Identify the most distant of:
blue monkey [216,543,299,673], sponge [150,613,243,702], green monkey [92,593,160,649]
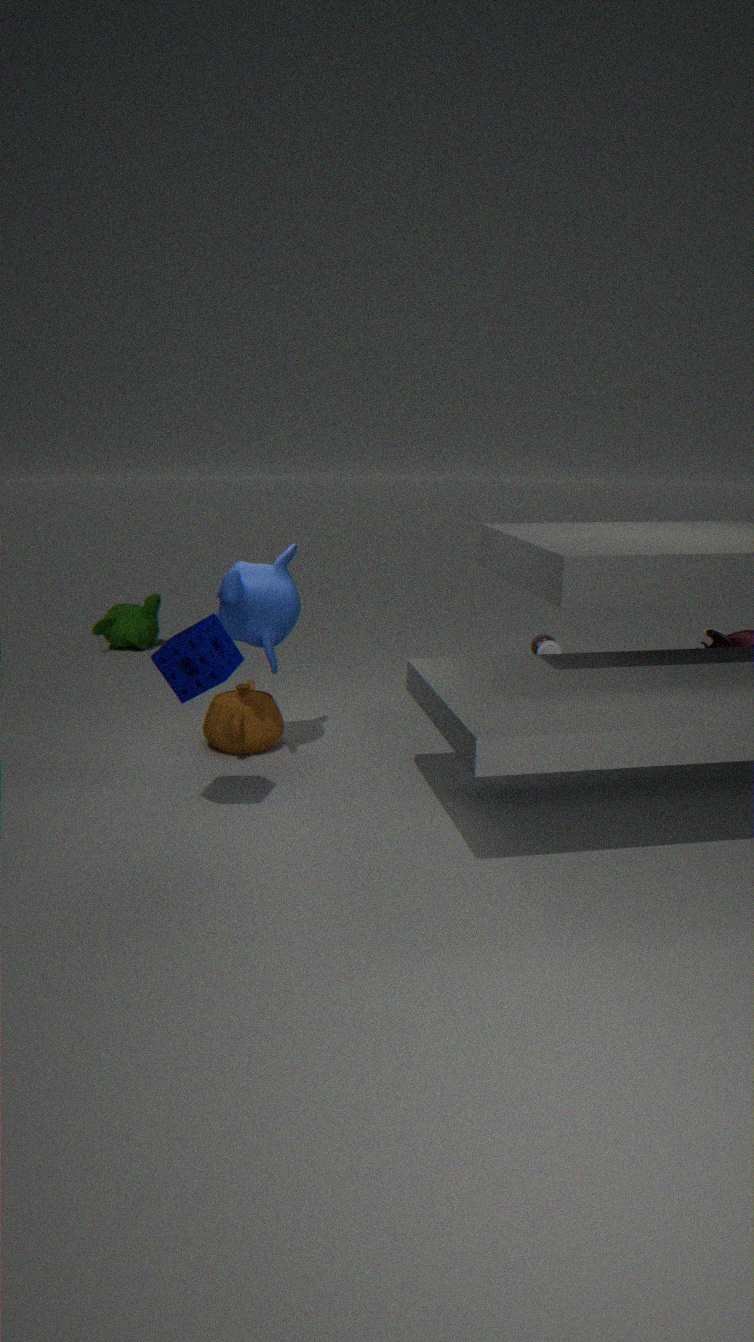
green monkey [92,593,160,649]
